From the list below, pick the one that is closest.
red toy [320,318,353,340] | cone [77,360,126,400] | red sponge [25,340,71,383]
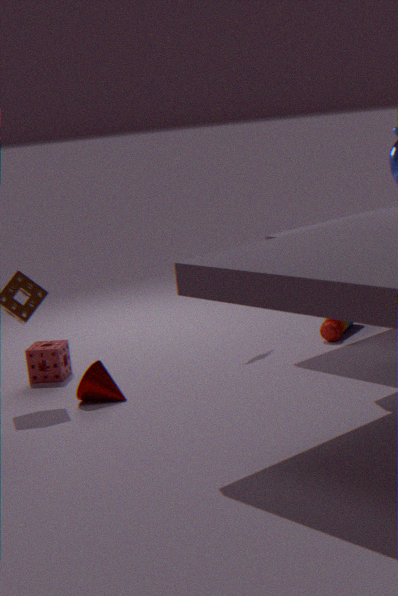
cone [77,360,126,400]
